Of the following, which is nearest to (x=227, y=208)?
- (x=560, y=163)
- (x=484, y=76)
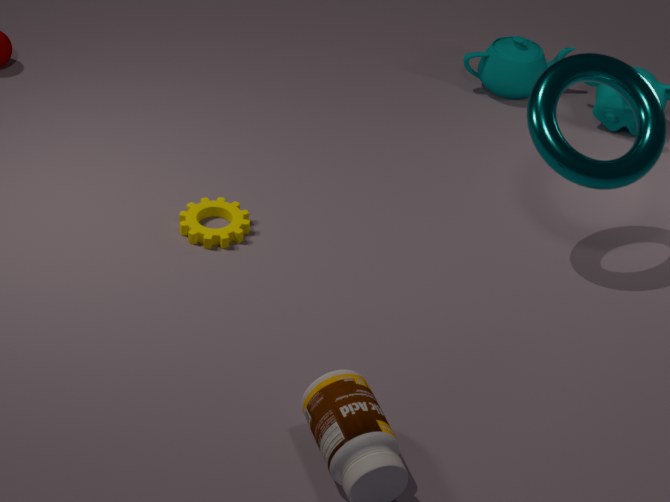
(x=560, y=163)
